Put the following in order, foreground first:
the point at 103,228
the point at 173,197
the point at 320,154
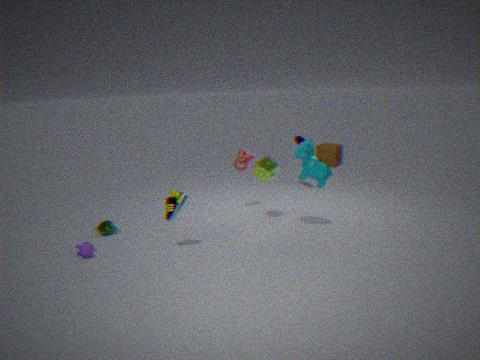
the point at 173,197 → the point at 103,228 → the point at 320,154
